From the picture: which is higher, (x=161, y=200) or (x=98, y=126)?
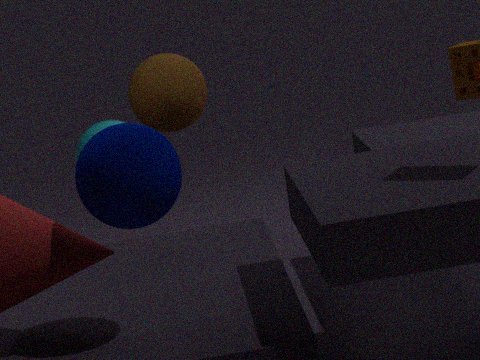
(x=161, y=200)
